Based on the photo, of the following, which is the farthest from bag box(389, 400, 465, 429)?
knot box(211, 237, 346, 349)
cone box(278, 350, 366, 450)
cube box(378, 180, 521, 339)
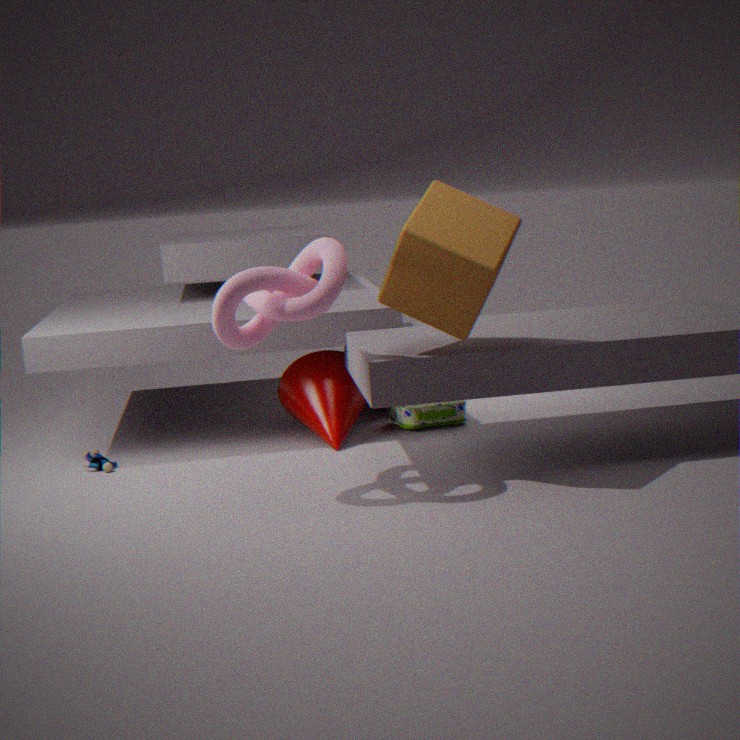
knot box(211, 237, 346, 349)
